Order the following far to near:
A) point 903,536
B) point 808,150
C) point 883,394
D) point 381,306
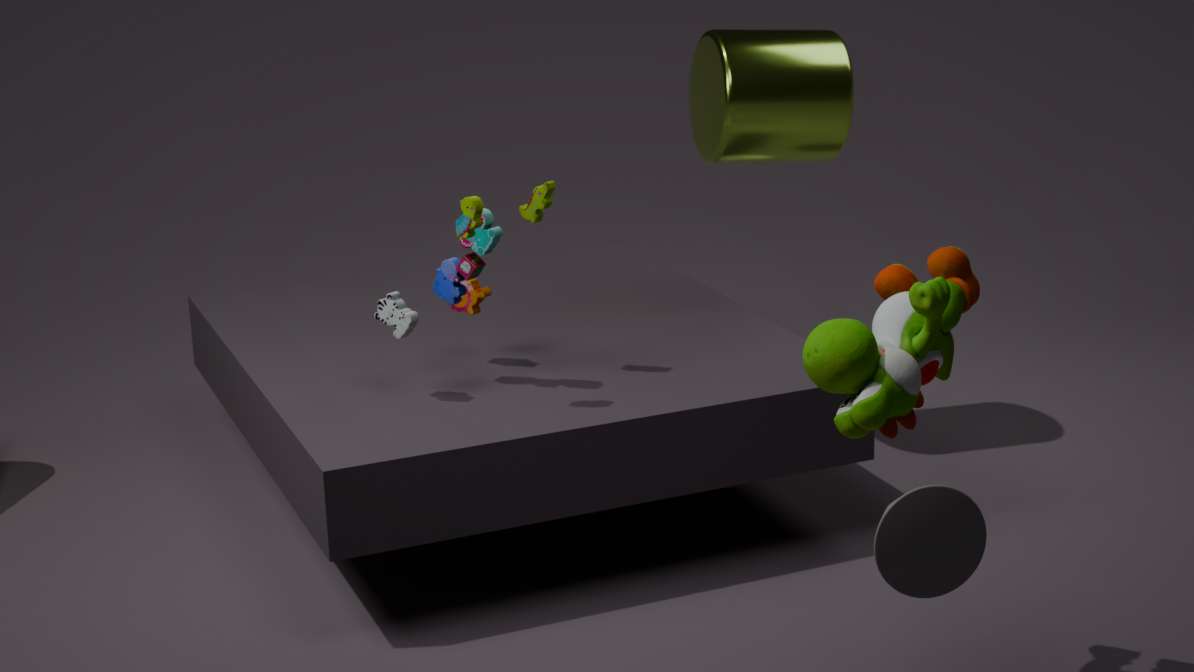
point 808,150, point 381,306, point 883,394, point 903,536
